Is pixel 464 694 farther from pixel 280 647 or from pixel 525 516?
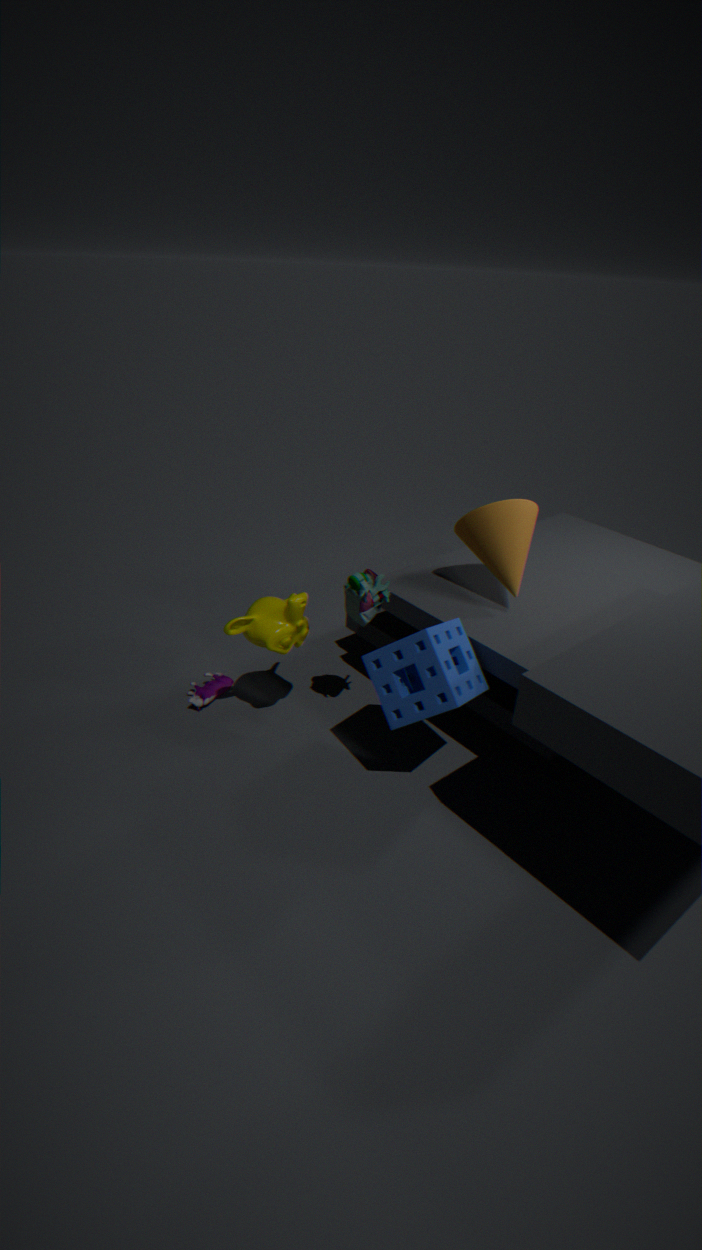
pixel 525 516
